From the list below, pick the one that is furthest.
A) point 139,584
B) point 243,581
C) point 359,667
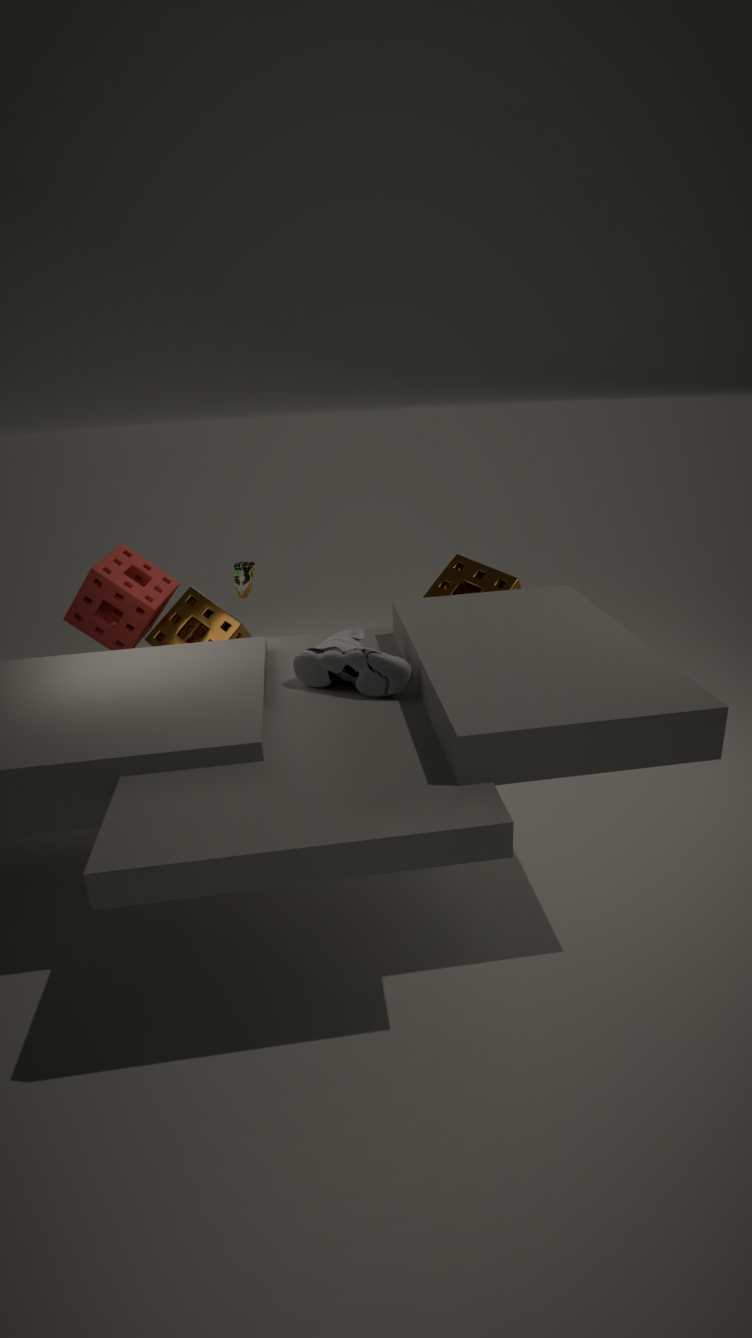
point 243,581
